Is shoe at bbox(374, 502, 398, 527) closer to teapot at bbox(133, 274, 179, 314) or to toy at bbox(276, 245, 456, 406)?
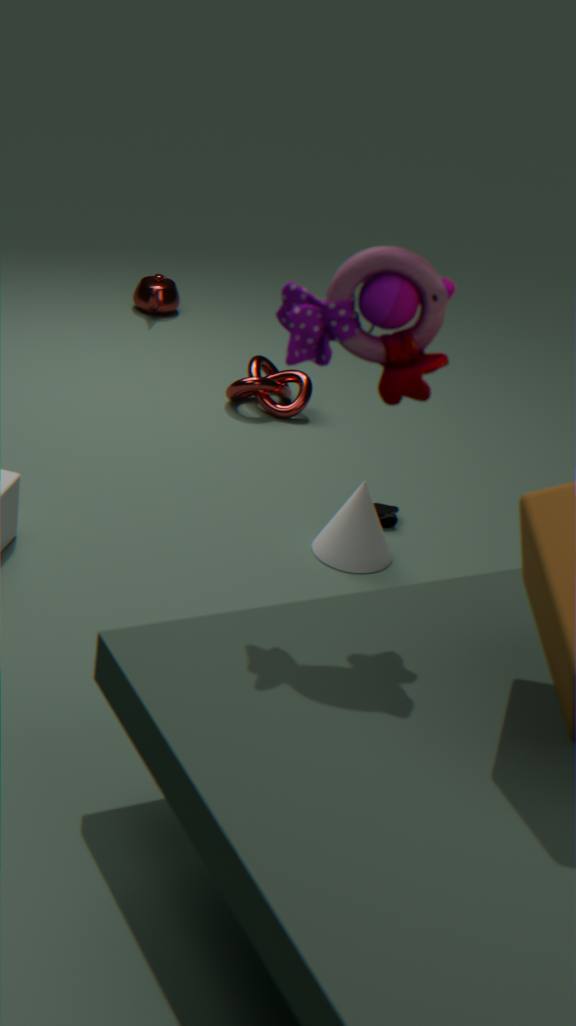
toy at bbox(276, 245, 456, 406)
